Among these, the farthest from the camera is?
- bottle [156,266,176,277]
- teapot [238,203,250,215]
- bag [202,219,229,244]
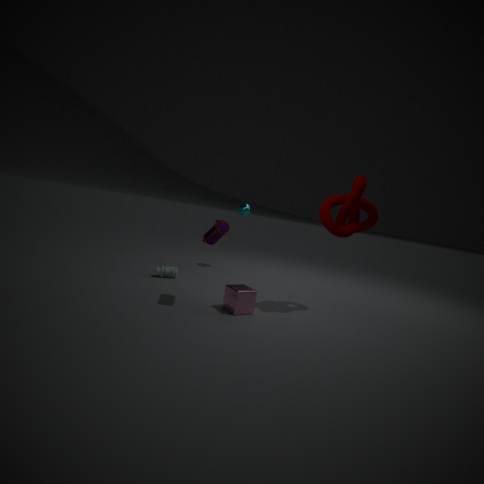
teapot [238,203,250,215]
